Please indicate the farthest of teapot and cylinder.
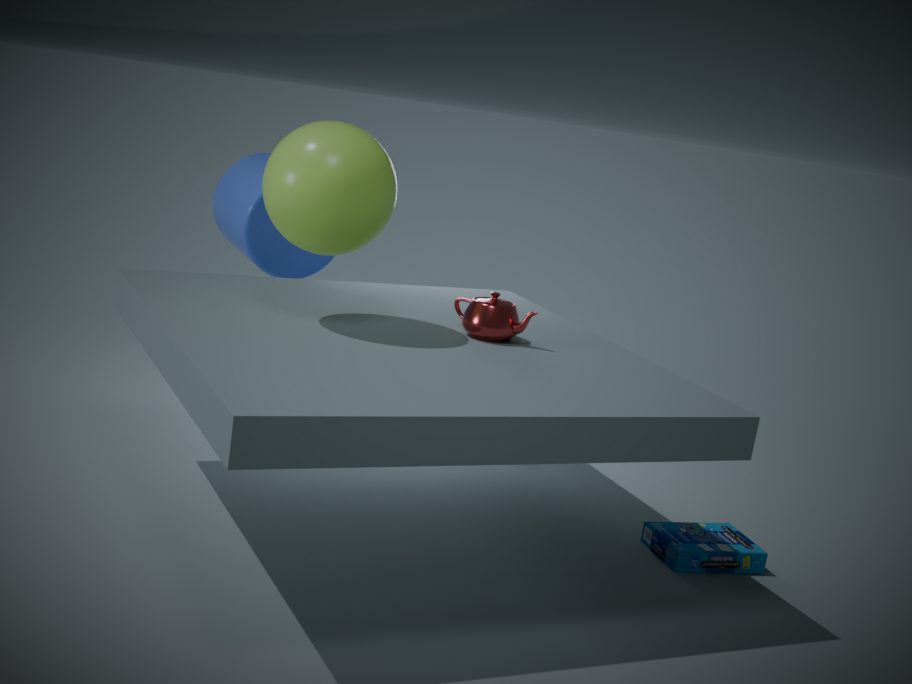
cylinder
